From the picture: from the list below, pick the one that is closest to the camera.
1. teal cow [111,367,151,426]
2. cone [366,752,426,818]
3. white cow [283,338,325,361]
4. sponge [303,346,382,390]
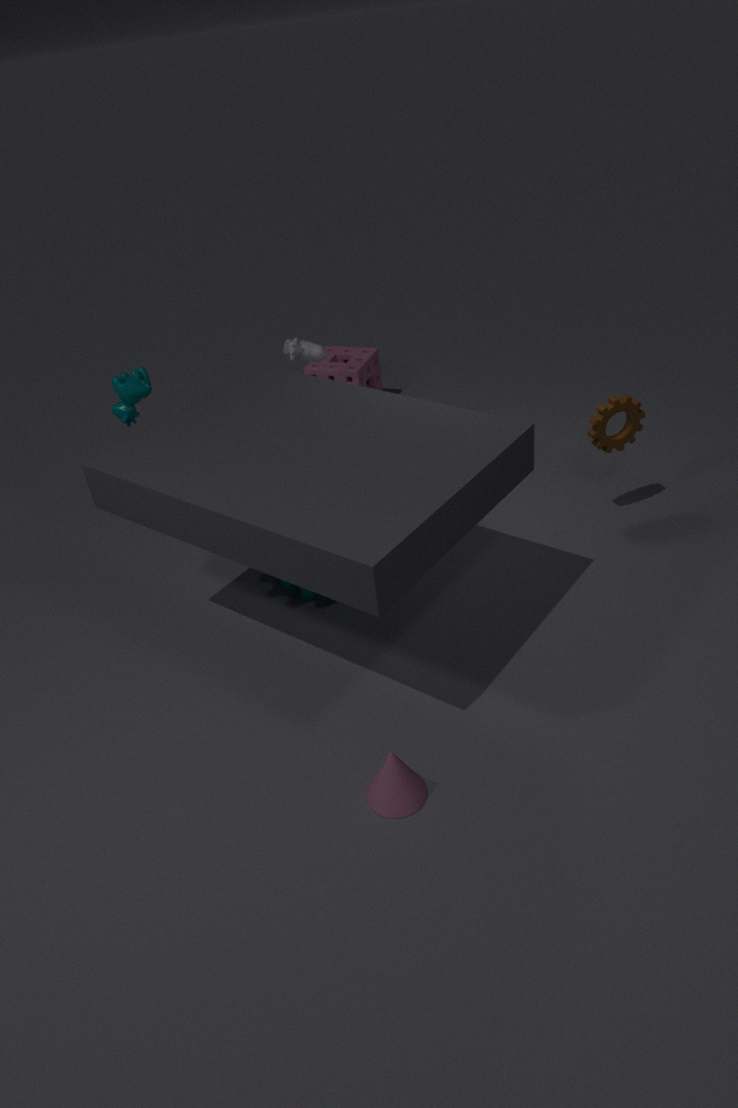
cone [366,752,426,818]
